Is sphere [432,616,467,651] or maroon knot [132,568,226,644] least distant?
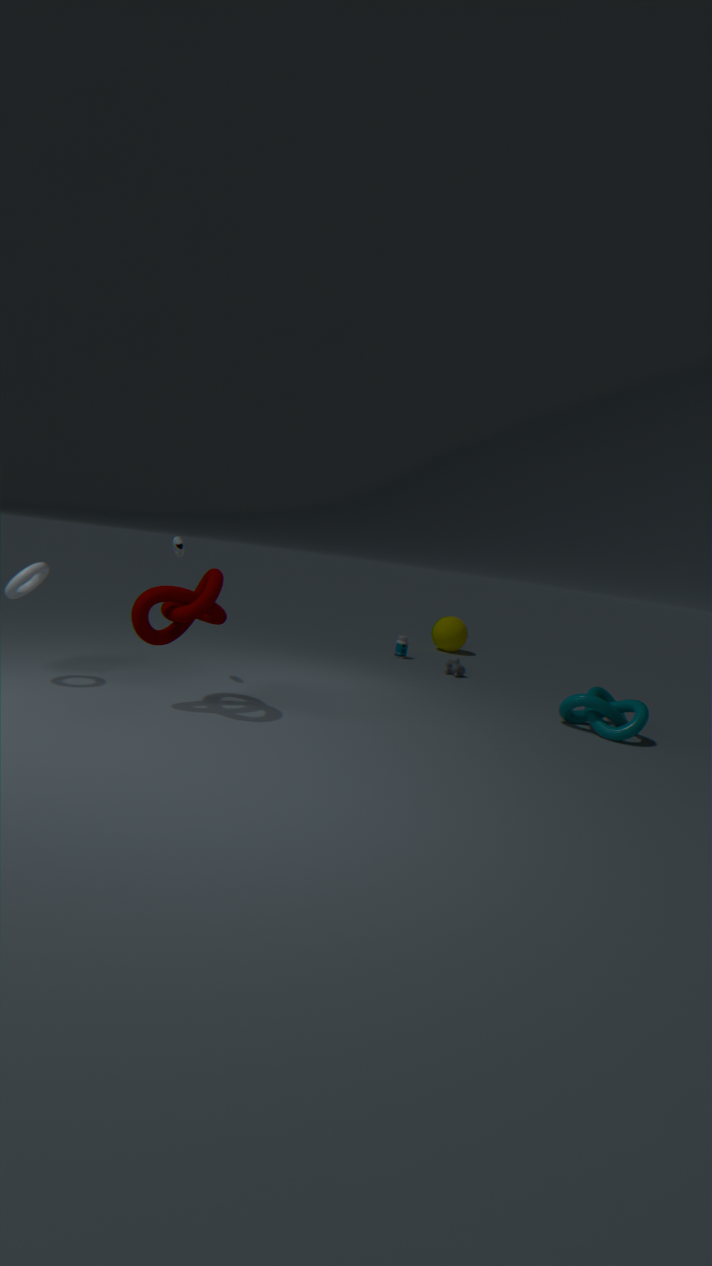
maroon knot [132,568,226,644]
